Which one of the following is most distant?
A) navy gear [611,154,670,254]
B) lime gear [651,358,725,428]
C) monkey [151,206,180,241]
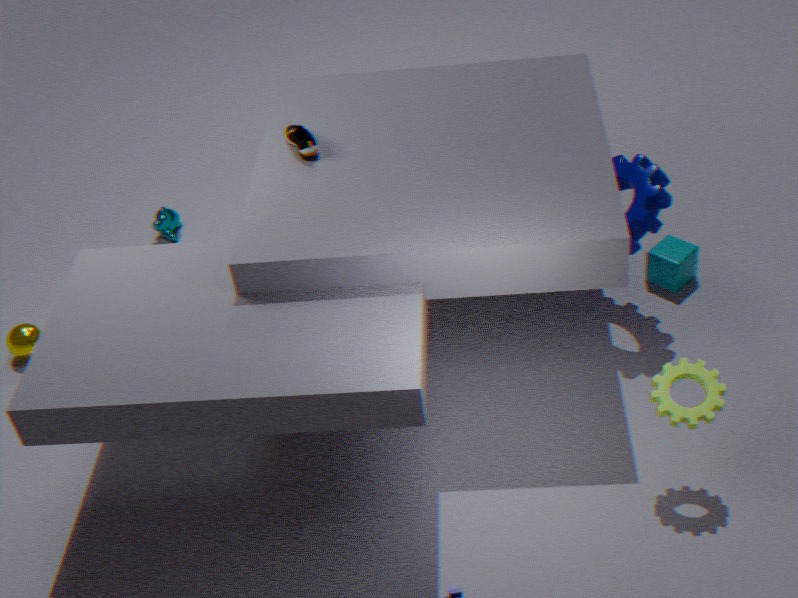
monkey [151,206,180,241]
